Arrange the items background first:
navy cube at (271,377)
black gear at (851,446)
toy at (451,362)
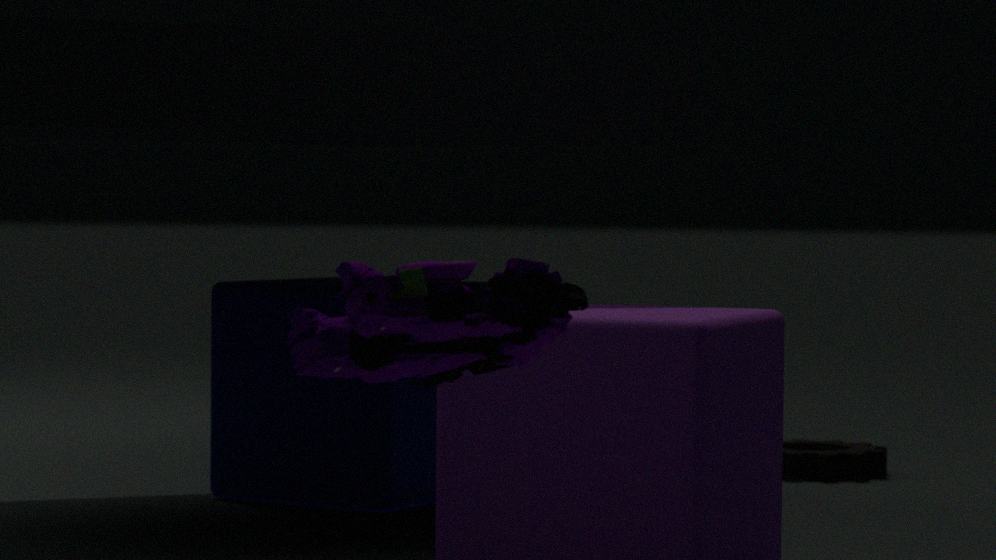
black gear at (851,446), navy cube at (271,377), toy at (451,362)
